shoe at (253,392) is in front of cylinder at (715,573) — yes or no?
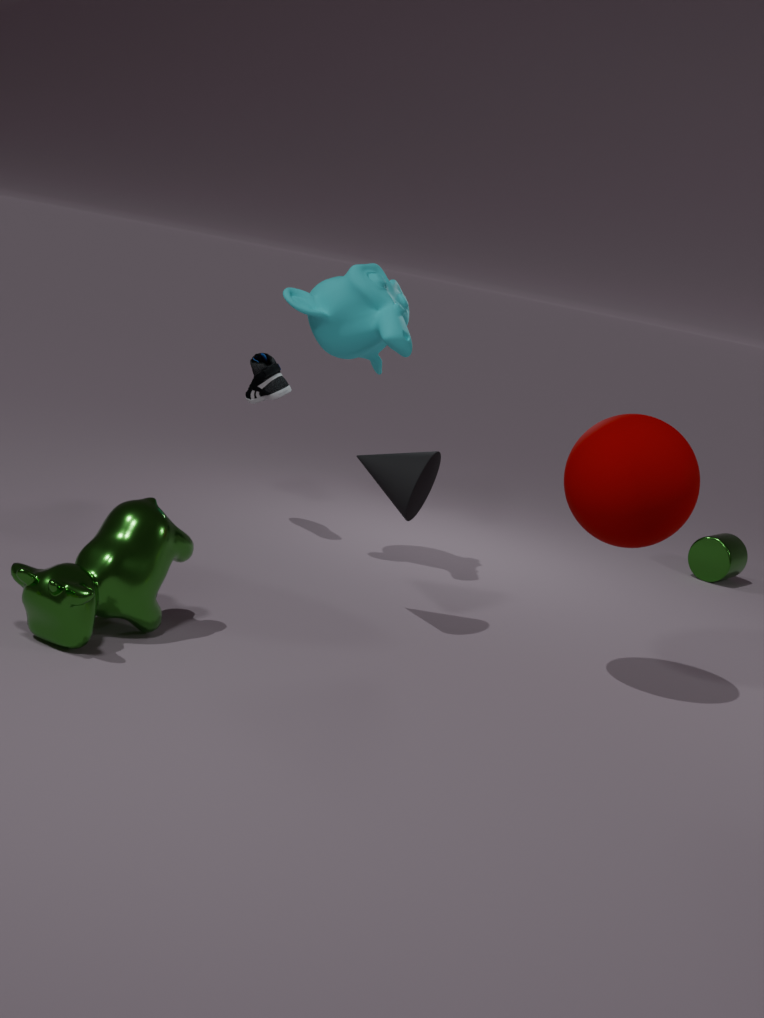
Yes
